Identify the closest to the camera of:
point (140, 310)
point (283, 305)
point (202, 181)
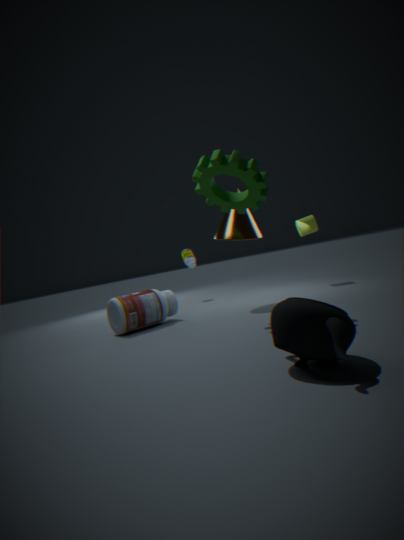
point (283, 305)
